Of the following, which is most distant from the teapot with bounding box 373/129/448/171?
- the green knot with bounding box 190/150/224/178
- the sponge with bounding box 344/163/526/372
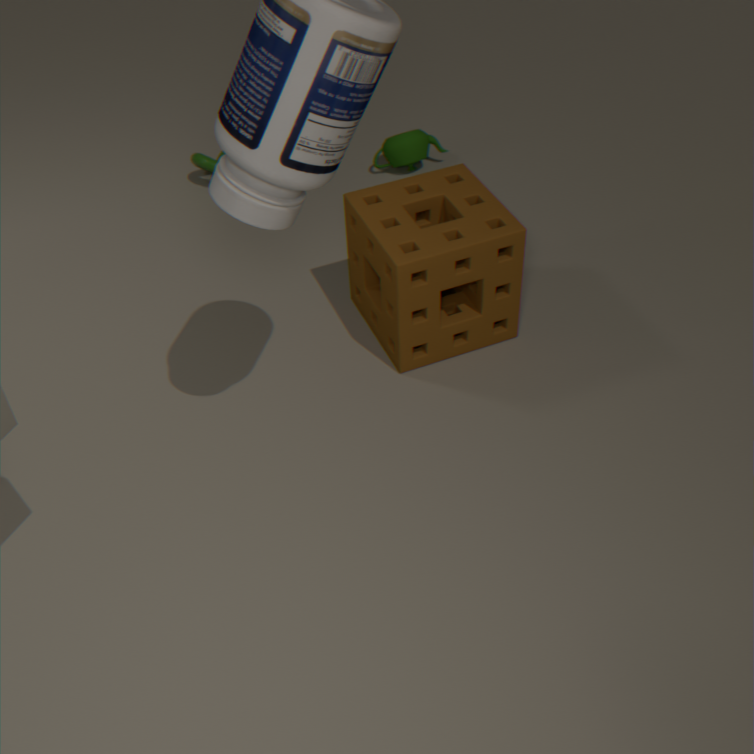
the sponge with bounding box 344/163/526/372
